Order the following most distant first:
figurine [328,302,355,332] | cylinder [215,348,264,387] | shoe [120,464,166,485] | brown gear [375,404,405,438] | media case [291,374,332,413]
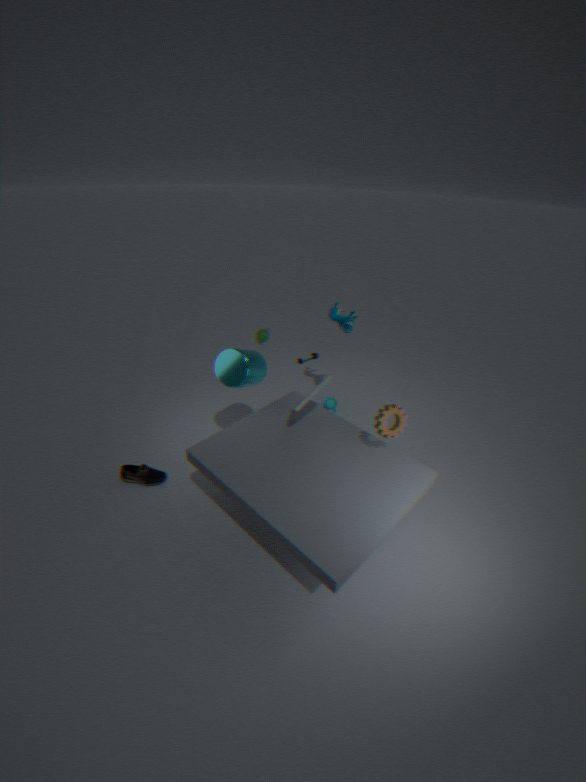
figurine [328,302,355,332] < shoe [120,464,166,485] < cylinder [215,348,264,387] < media case [291,374,332,413] < brown gear [375,404,405,438]
